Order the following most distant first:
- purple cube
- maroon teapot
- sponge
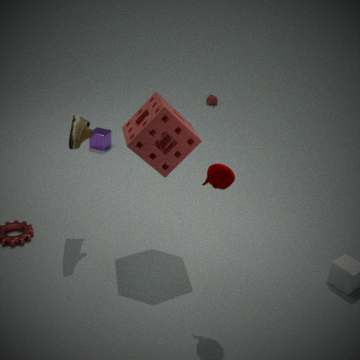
purple cube
sponge
maroon teapot
